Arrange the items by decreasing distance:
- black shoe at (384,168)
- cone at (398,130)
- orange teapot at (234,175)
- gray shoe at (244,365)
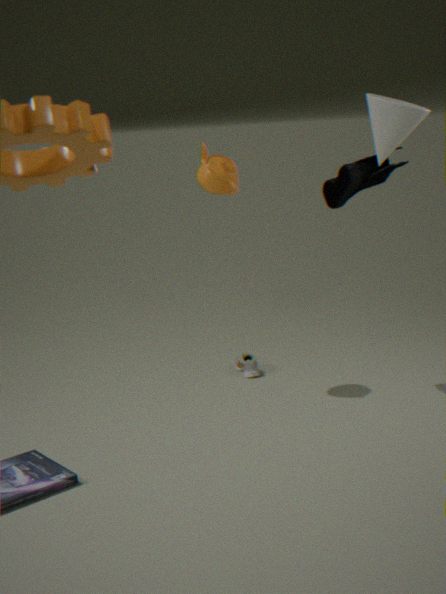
1. gray shoe at (244,365)
2. orange teapot at (234,175)
3. black shoe at (384,168)
4. cone at (398,130)
